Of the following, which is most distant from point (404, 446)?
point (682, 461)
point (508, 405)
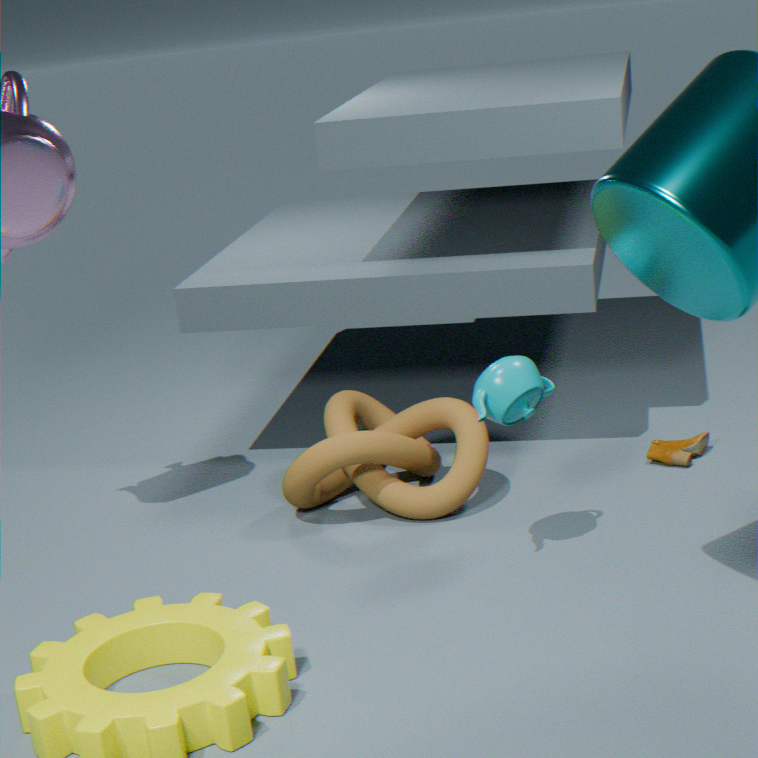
point (682, 461)
